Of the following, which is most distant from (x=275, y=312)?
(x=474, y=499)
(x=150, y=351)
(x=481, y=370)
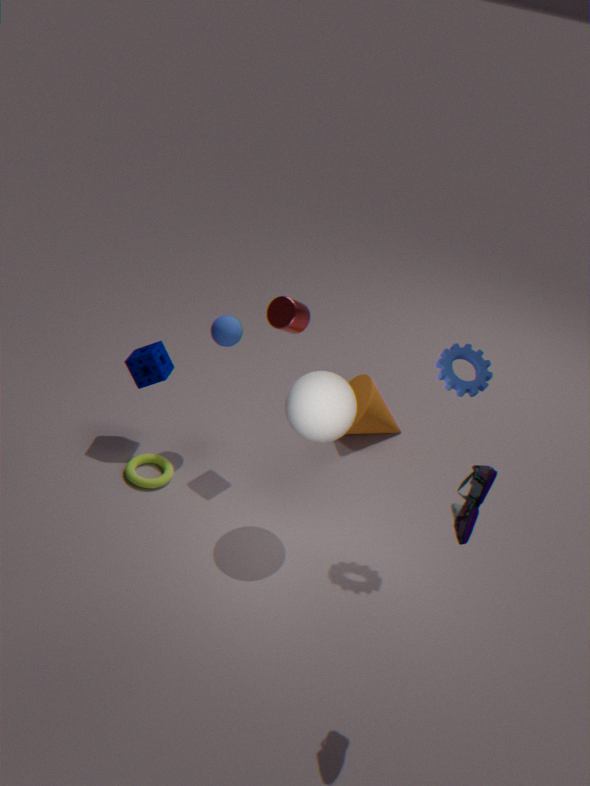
(x=474, y=499)
